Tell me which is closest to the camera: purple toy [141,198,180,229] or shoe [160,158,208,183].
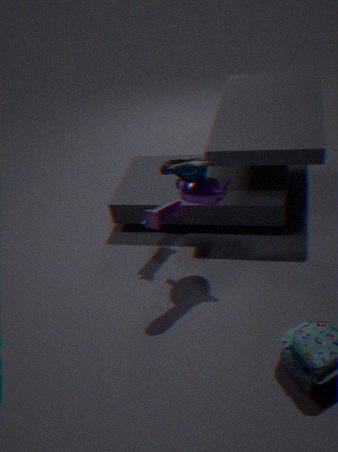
shoe [160,158,208,183]
